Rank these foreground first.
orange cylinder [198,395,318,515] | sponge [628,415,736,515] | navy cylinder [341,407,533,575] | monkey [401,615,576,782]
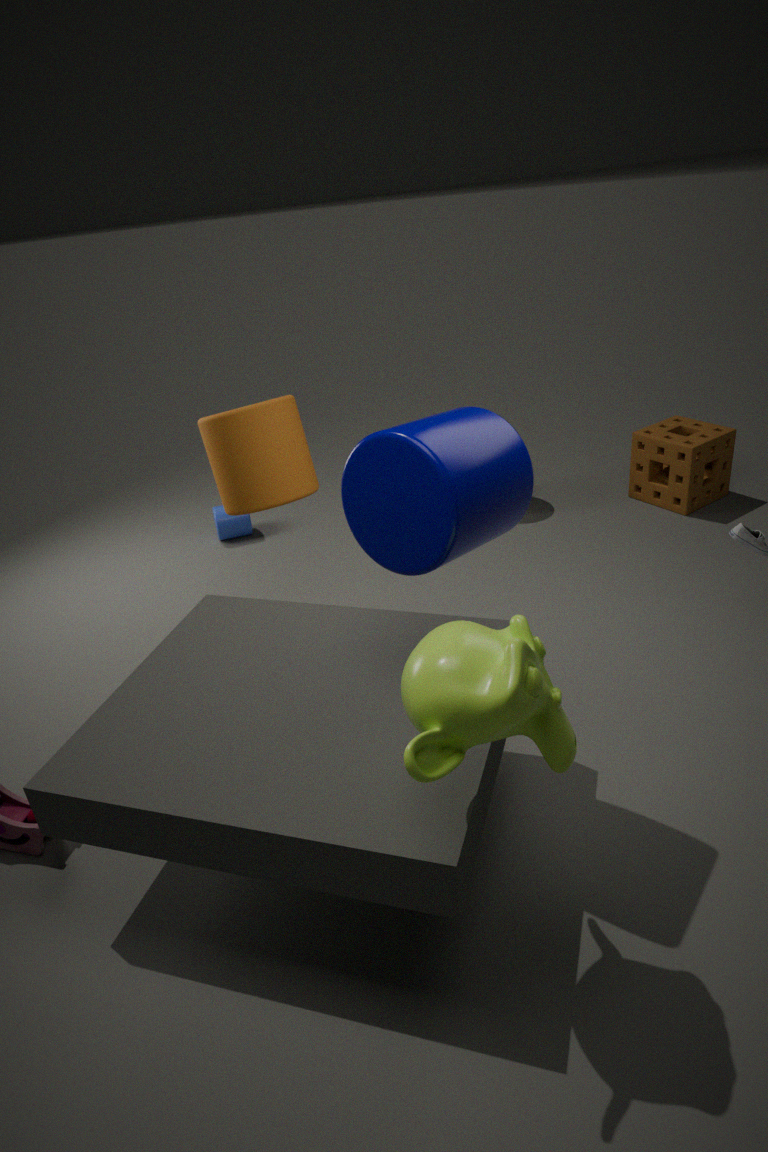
monkey [401,615,576,782], navy cylinder [341,407,533,575], orange cylinder [198,395,318,515], sponge [628,415,736,515]
